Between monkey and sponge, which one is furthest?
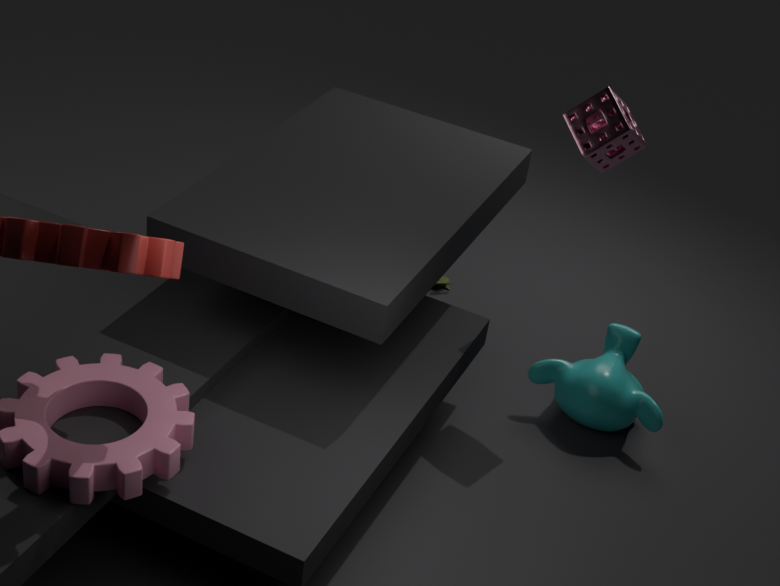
monkey
